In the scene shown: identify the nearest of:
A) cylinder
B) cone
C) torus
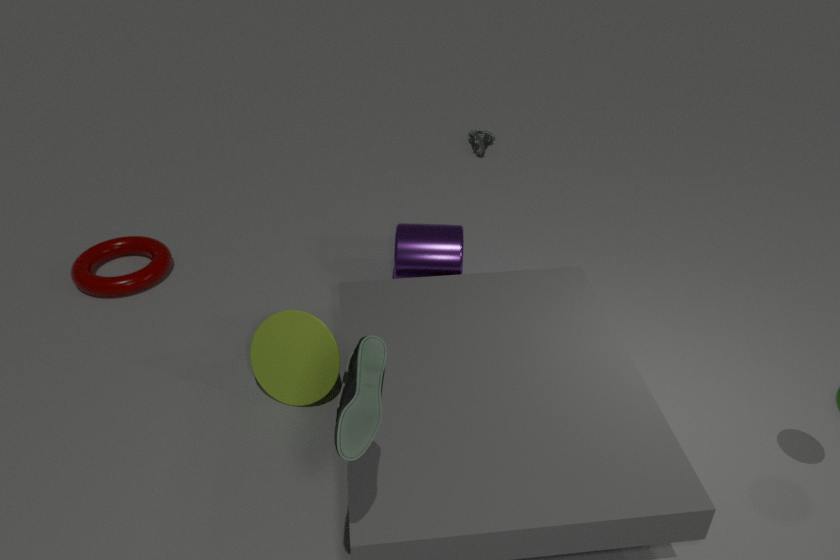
cone
